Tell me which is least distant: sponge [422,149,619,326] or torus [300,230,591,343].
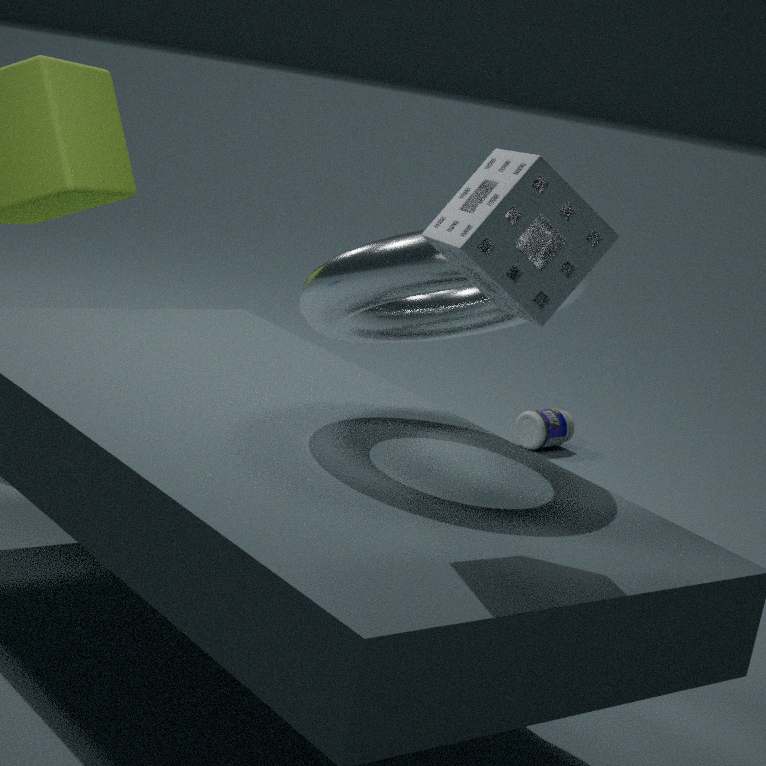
sponge [422,149,619,326]
